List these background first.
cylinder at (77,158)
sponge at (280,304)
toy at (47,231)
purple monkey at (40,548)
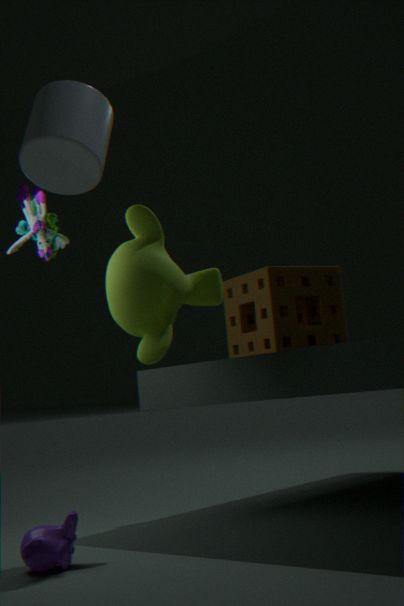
sponge at (280,304) < toy at (47,231) < purple monkey at (40,548) < cylinder at (77,158)
